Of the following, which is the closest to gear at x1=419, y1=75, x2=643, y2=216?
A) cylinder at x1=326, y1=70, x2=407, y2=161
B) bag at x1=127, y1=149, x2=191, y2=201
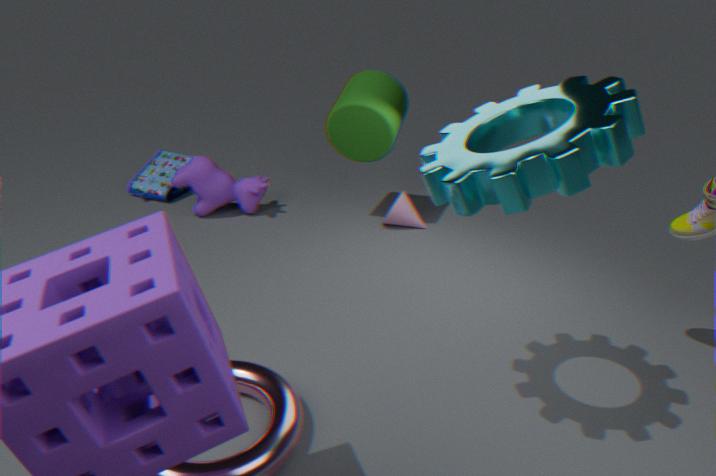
cylinder at x1=326, y1=70, x2=407, y2=161
